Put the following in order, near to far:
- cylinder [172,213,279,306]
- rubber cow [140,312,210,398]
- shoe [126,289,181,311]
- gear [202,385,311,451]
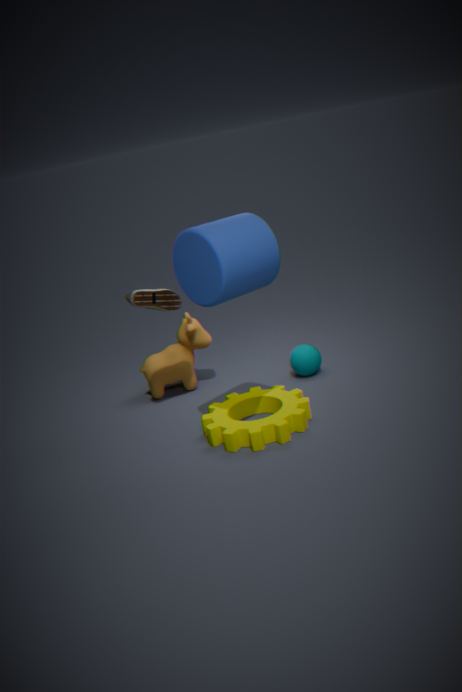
cylinder [172,213,279,306], gear [202,385,311,451], shoe [126,289,181,311], rubber cow [140,312,210,398]
